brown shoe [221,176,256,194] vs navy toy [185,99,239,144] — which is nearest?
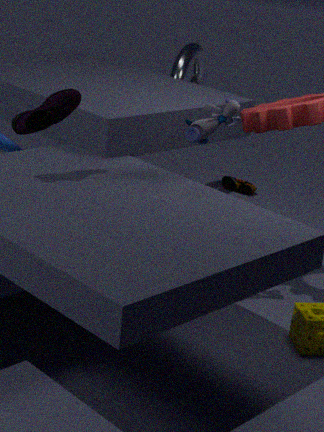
navy toy [185,99,239,144]
